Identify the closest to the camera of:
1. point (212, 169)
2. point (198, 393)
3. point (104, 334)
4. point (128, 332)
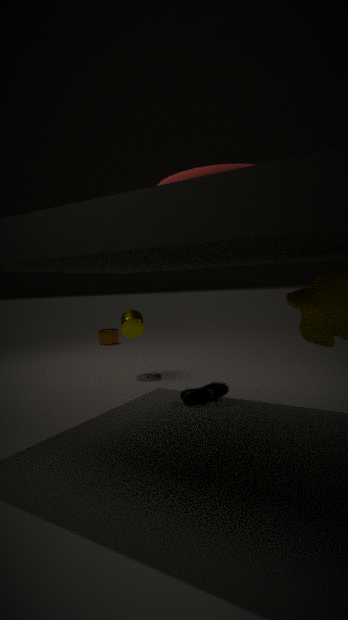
point (212, 169)
